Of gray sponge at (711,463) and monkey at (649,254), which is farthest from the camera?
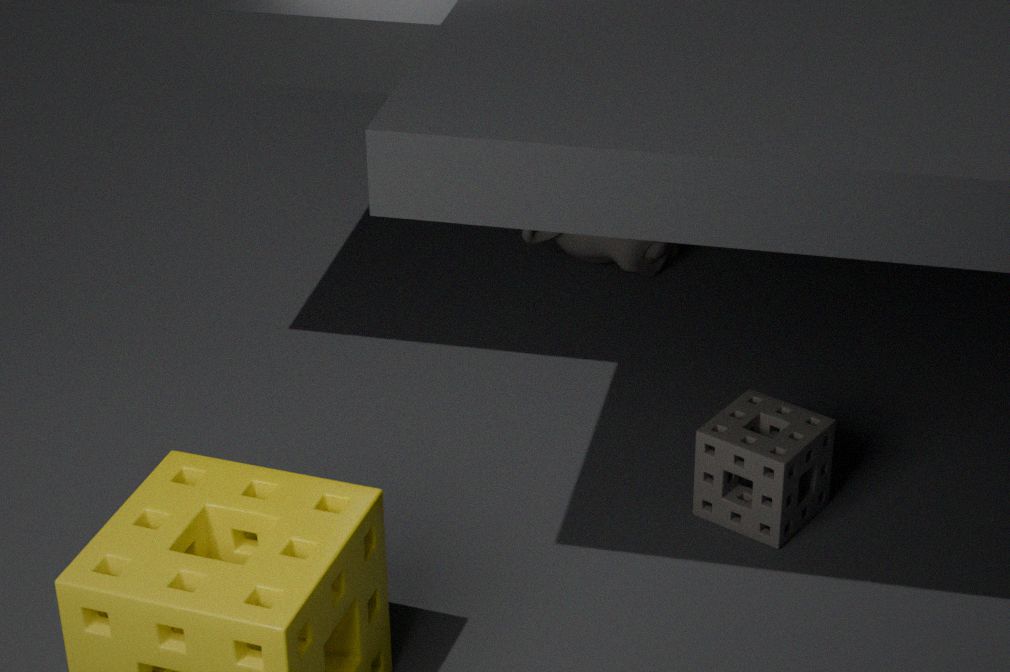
monkey at (649,254)
